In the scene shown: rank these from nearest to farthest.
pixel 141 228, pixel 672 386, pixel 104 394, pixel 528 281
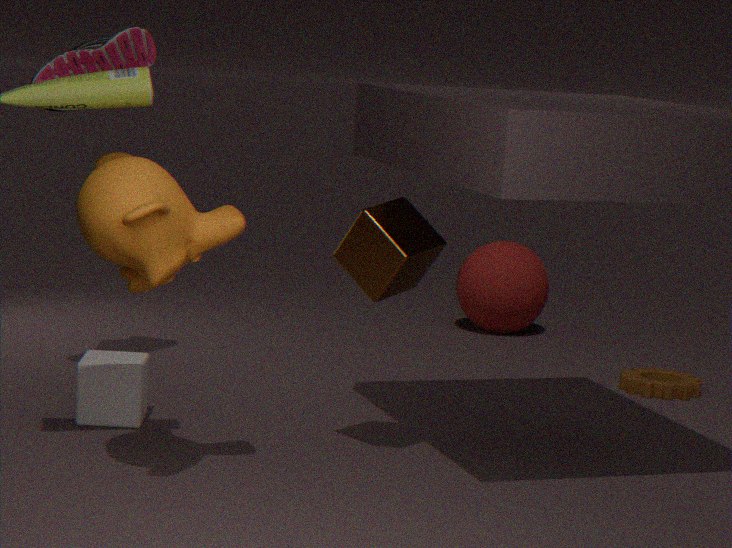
pixel 141 228
pixel 104 394
pixel 672 386
pixel 528 281
